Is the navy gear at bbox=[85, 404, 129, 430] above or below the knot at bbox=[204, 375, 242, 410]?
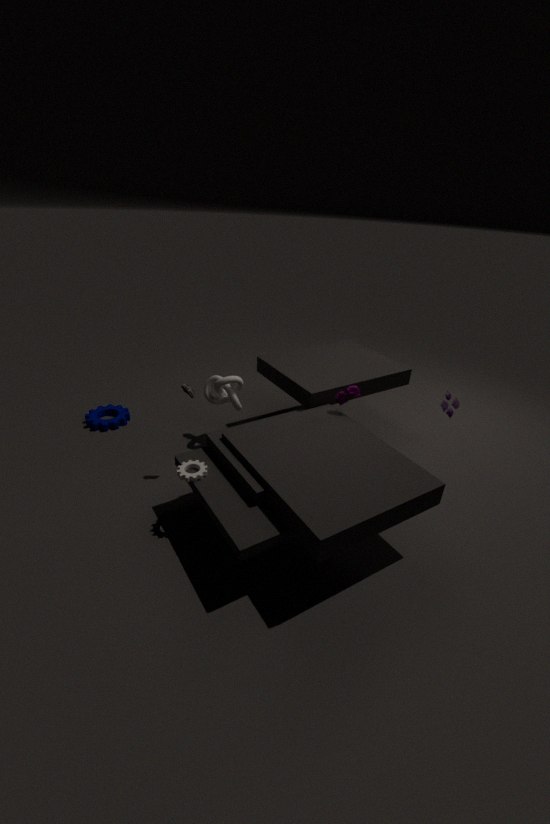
below
